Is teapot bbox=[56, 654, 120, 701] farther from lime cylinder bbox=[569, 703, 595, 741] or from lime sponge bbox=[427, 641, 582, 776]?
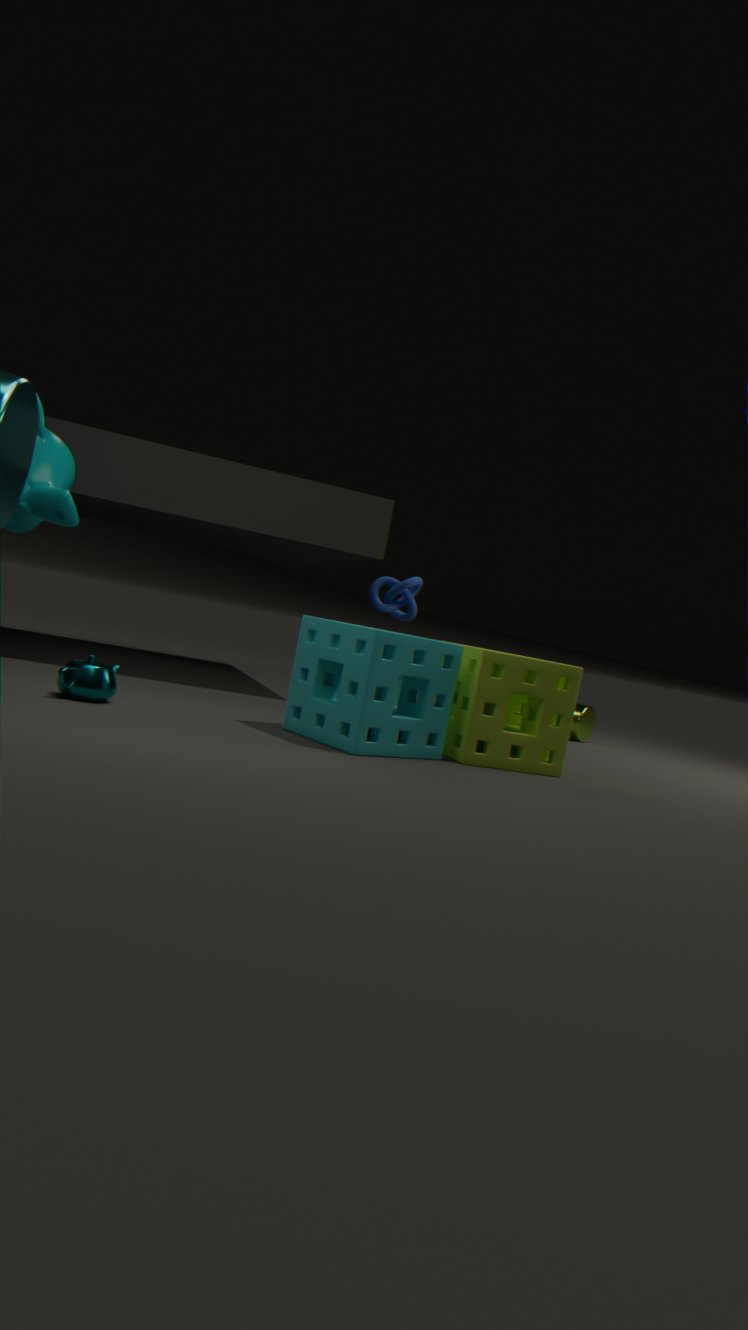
lime cylinder bbox=[569, 703, 595, 741]
